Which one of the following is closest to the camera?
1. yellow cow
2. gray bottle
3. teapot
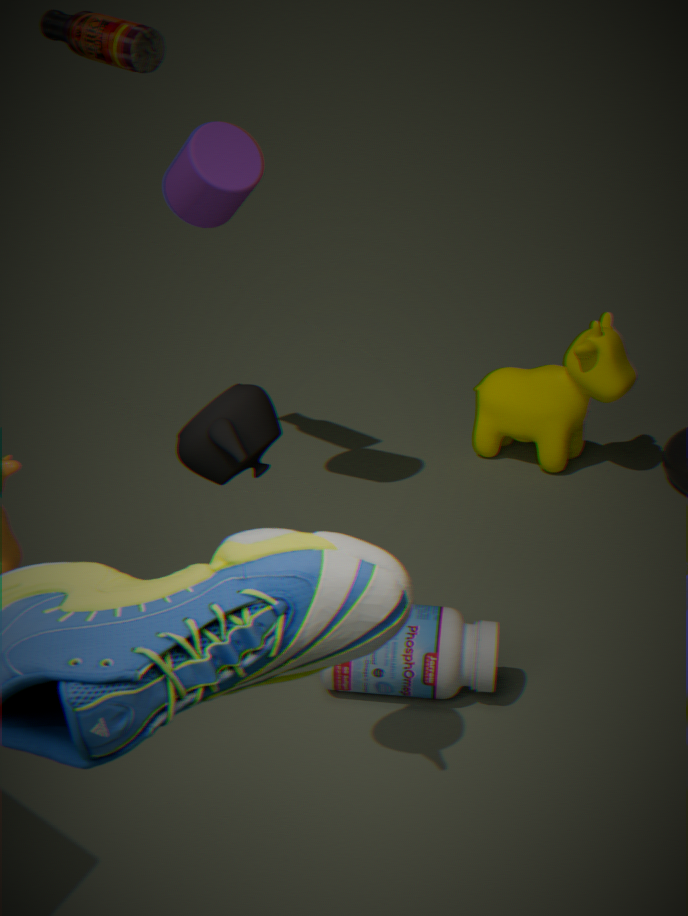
teapot
